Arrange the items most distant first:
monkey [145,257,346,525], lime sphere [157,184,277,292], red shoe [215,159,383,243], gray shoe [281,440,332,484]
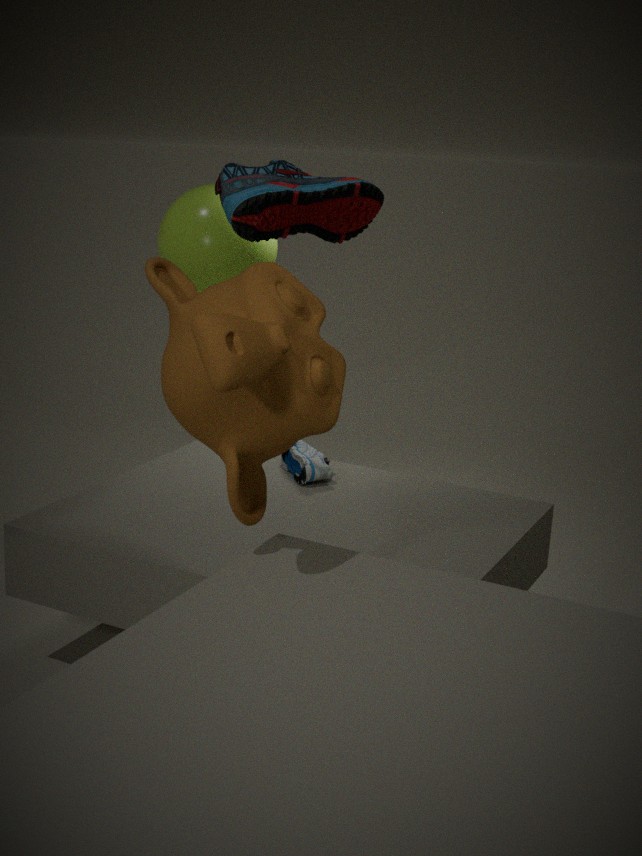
lime sphere [157,184,277,292]
red shoe [215,159,383,243]
gray shoe [281,440,332,484]
monkey [145,257,346,525]
